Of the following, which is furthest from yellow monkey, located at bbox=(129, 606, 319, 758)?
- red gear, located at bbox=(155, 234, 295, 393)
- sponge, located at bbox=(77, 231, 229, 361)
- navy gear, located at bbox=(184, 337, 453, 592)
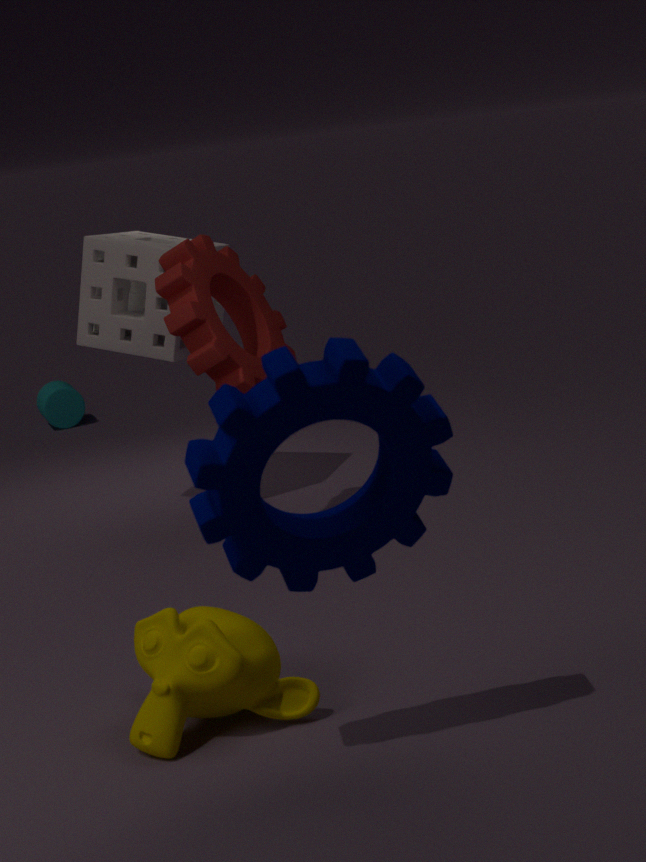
sponge, located at bbox=(77, 231, 229, 361)
